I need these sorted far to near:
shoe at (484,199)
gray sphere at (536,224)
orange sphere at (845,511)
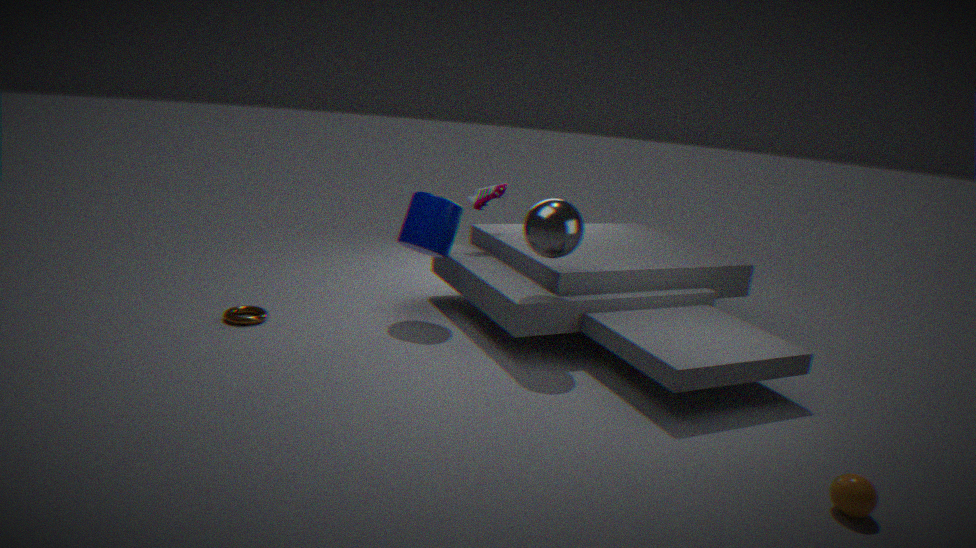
shoe at (484,199) → gray sphere at (536,224) → orange sphere at (845,511)
